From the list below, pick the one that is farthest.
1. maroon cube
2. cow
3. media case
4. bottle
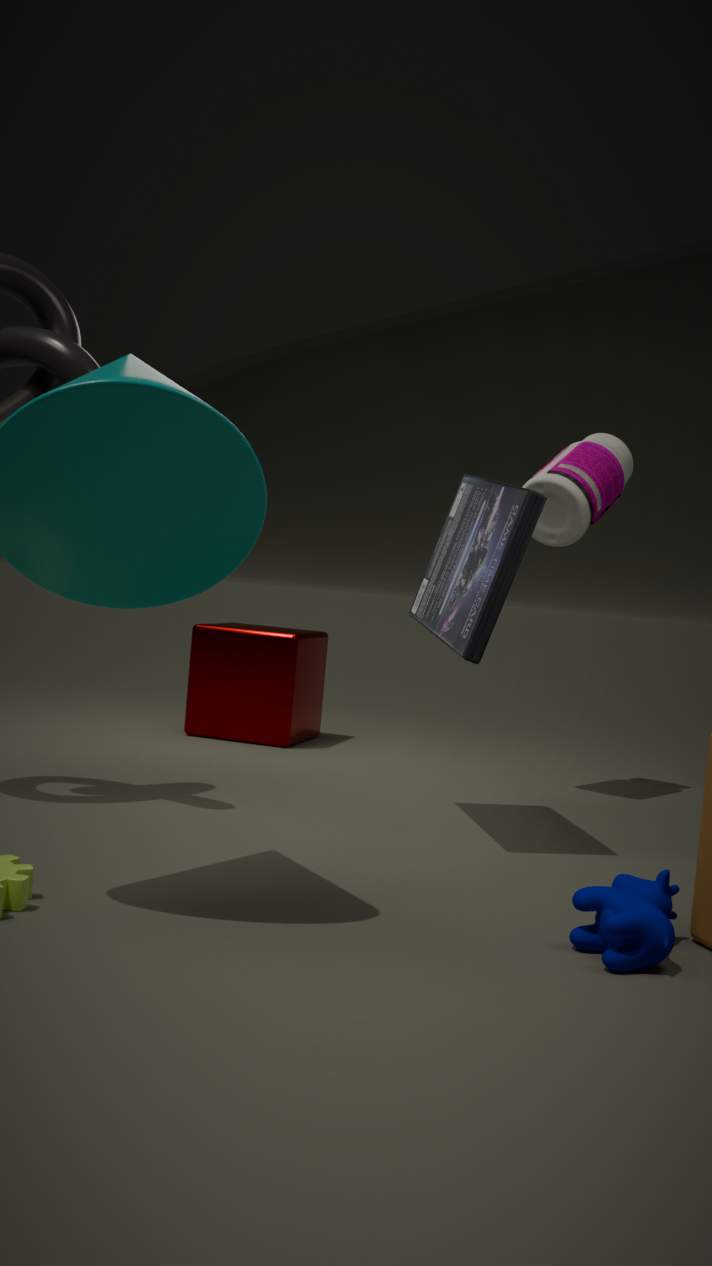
maroon cube
